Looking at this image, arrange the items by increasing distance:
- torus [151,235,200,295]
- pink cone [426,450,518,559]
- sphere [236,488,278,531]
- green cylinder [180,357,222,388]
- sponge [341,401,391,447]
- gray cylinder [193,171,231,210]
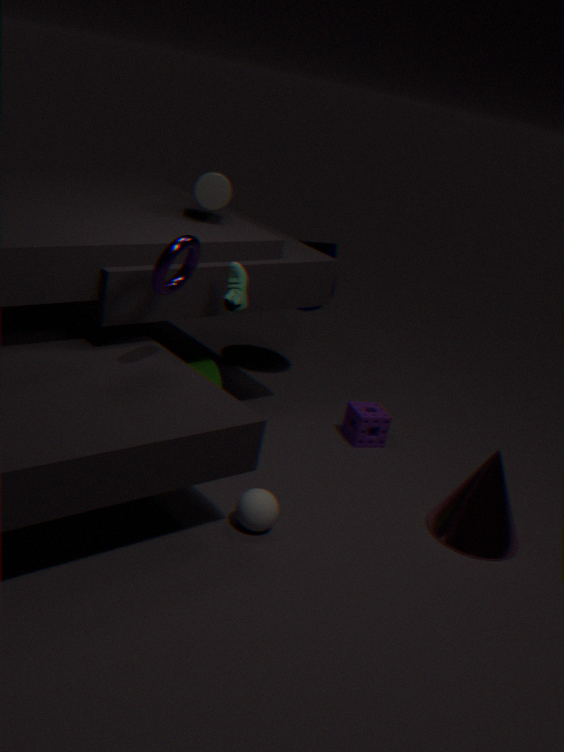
torus [151,235,200,295]
sphere [236,488,278,531]
pink cone [426,450,518,559]
gray cylinder [193,171,231,210]
green cylinder [180,357,222,388]
sponge [341,401,391,447]
